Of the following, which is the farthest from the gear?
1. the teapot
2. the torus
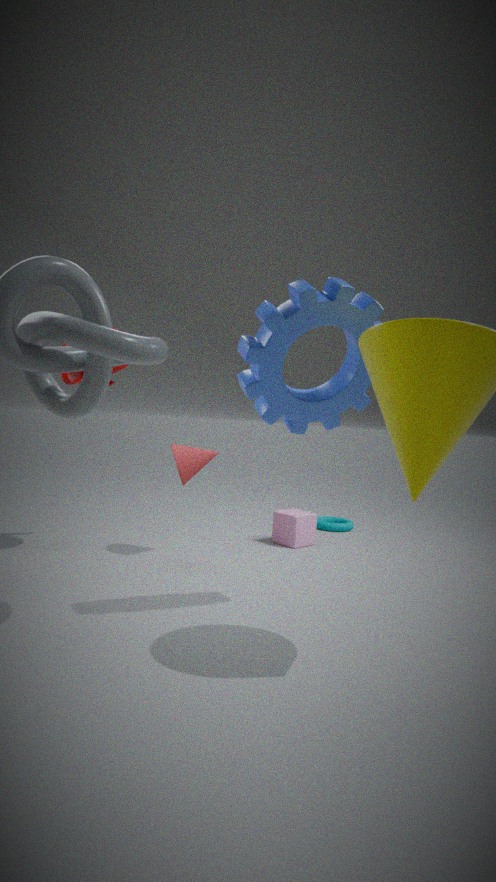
the torus
